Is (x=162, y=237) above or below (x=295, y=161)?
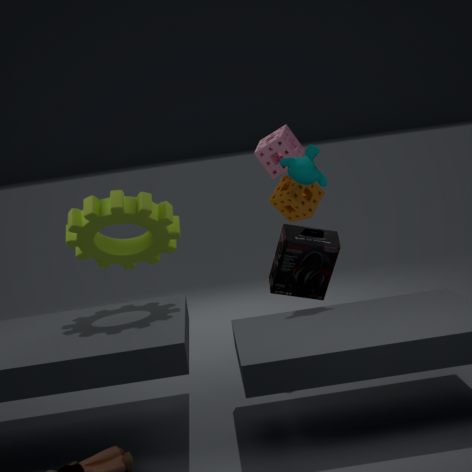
below
